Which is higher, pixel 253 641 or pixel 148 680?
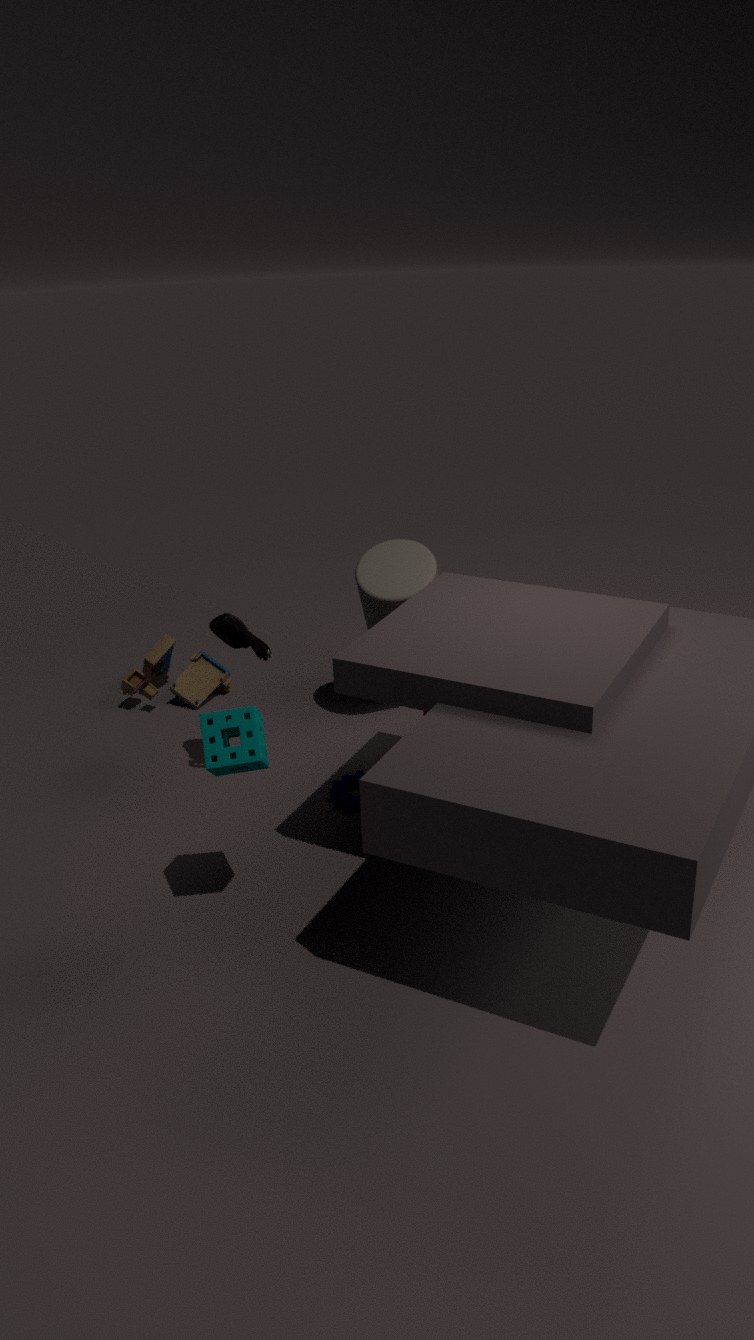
pixel 253 641
